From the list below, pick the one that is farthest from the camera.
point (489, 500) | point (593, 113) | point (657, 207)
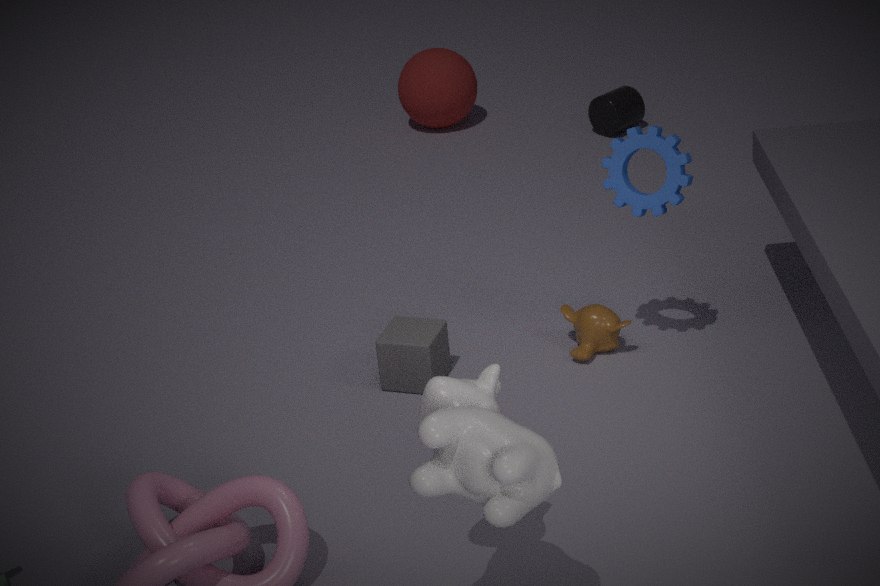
point (593, 113)
